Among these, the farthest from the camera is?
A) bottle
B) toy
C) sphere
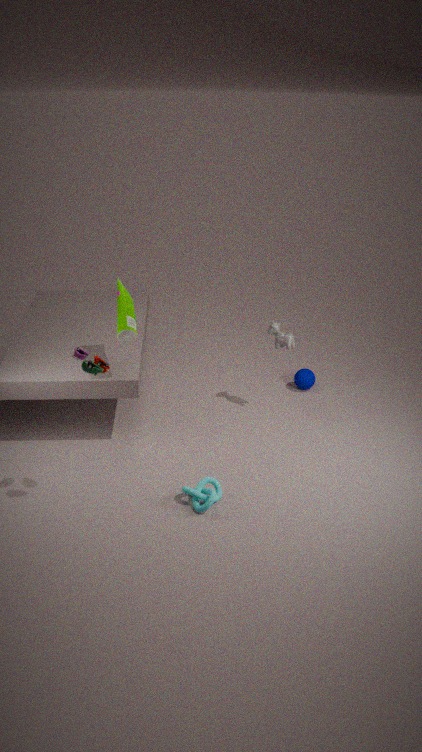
sphere
